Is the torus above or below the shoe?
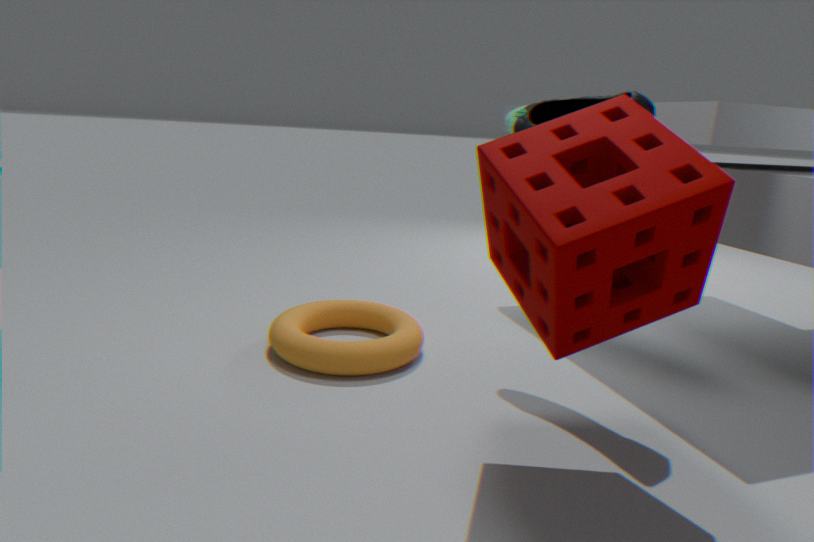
below
